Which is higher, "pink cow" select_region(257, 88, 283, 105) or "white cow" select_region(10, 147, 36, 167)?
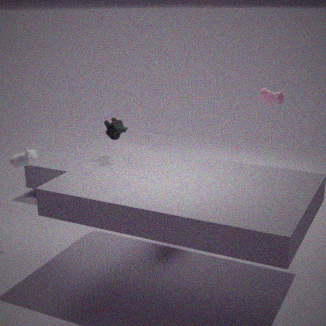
"pink cow" select_region(257, 88, 283, 105)
